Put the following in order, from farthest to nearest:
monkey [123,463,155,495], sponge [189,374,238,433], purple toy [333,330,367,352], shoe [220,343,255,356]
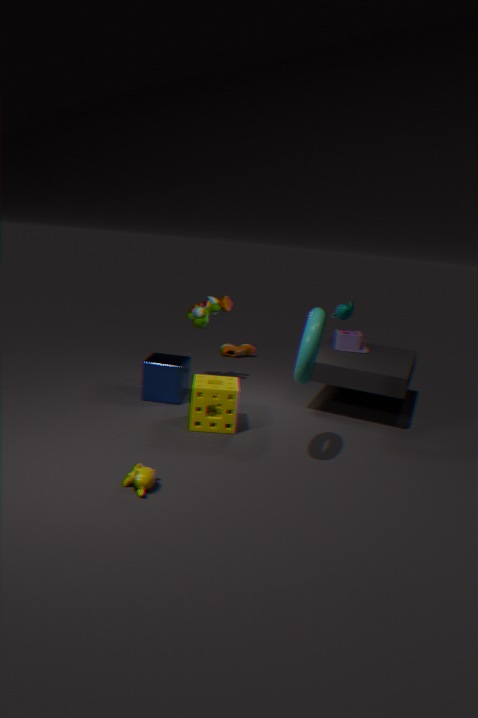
shoe [220,343,255,356]
purple toy [333,330,367,352]
sponge [189,374,238,433]
monkey [123,463,155,495]
